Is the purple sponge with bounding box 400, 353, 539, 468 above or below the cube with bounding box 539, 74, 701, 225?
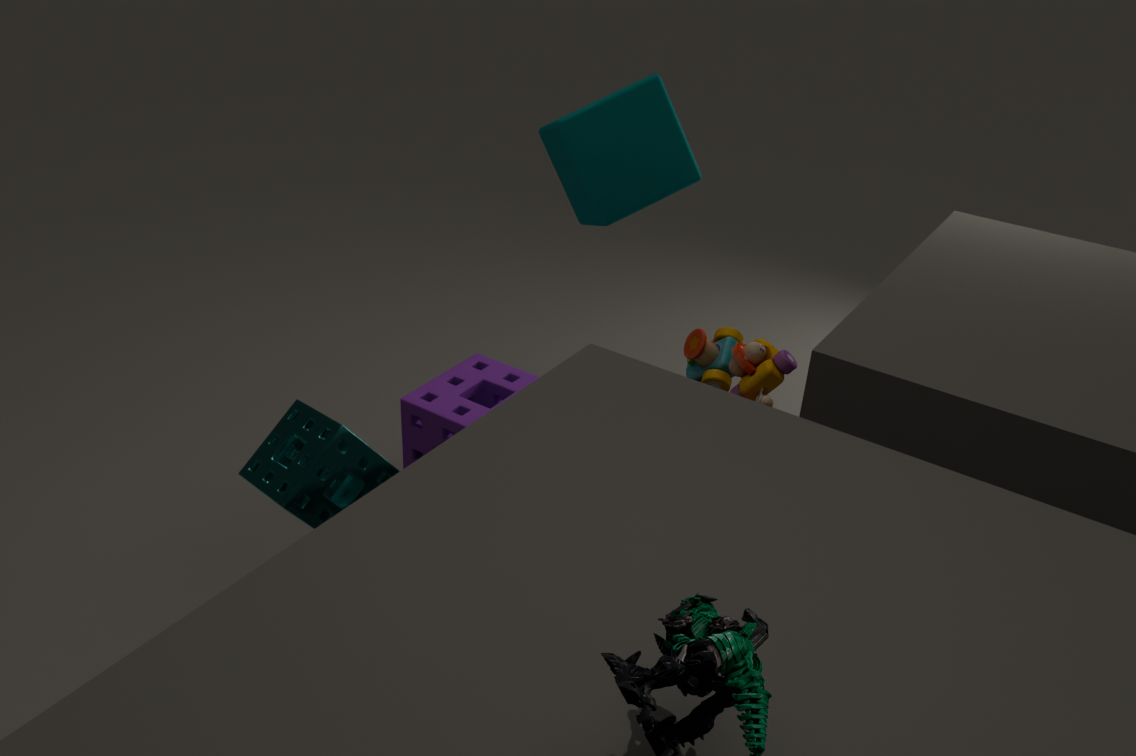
below
